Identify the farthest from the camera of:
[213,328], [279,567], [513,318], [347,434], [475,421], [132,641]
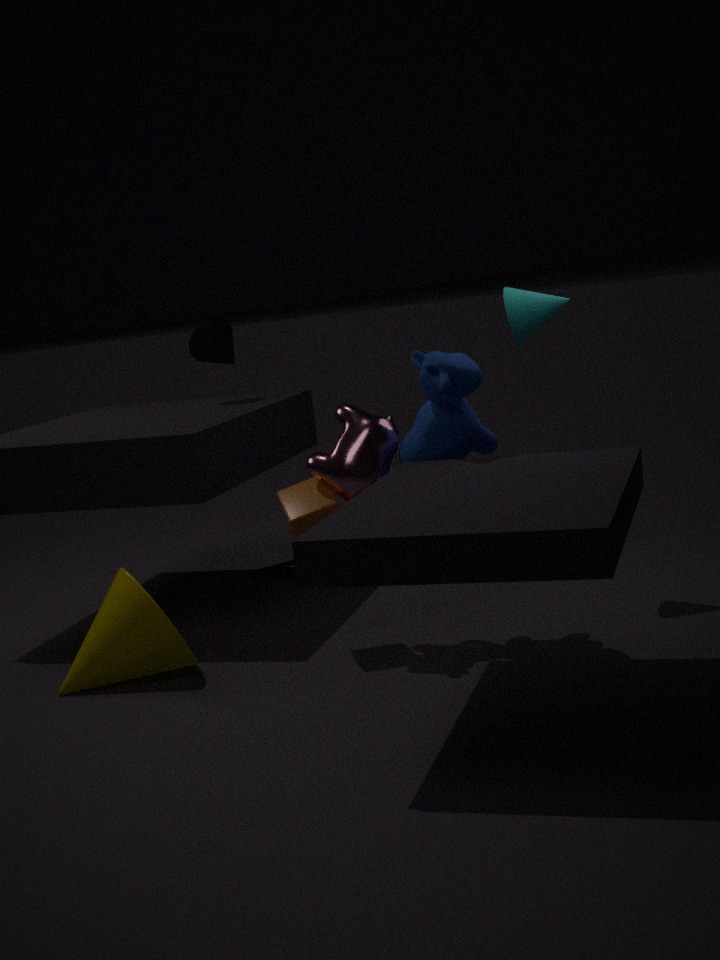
[279,567]
